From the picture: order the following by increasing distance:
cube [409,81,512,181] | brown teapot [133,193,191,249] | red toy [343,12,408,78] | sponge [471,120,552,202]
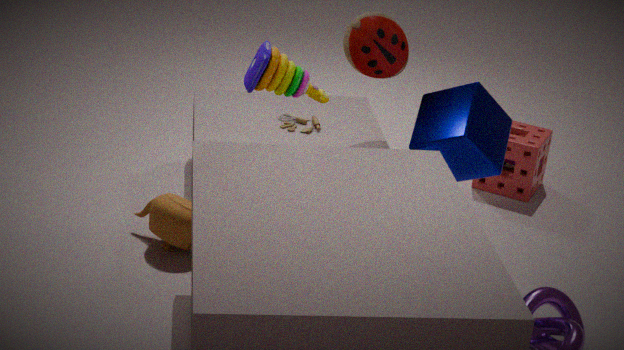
brown teapot [133,193,191,249] → cube [409,81,512,181] → red toy [343,12,408,78] → sponge [471,120,552,202]
